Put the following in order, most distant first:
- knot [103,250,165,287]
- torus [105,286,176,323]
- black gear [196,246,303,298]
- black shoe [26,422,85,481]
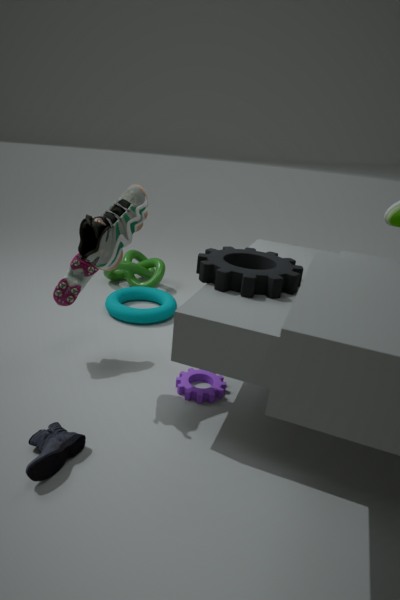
1. knot [103,250,165,287]
2. torus [105,286,176,323]
3. black gear [196,246,303,298]
4. black shoe [26,422,85,481]
